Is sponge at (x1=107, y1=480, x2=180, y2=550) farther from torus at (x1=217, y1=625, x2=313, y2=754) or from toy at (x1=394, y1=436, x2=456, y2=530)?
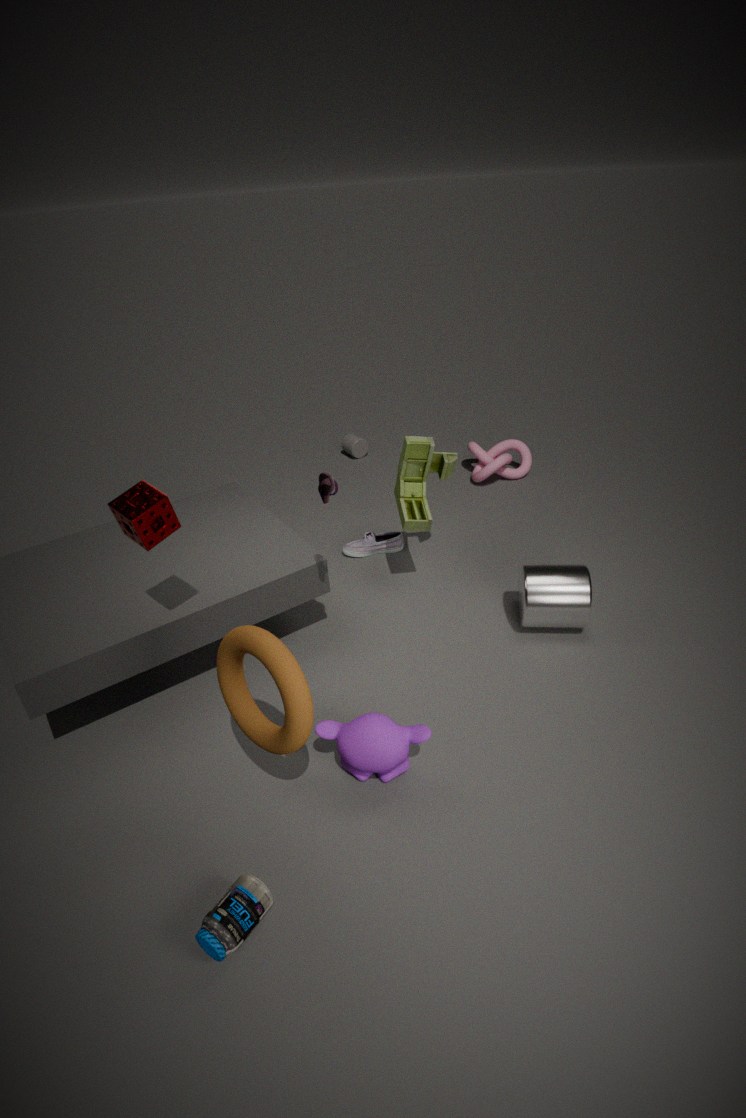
toy at (x1=394, y1=436, x2=456, y2=530)
